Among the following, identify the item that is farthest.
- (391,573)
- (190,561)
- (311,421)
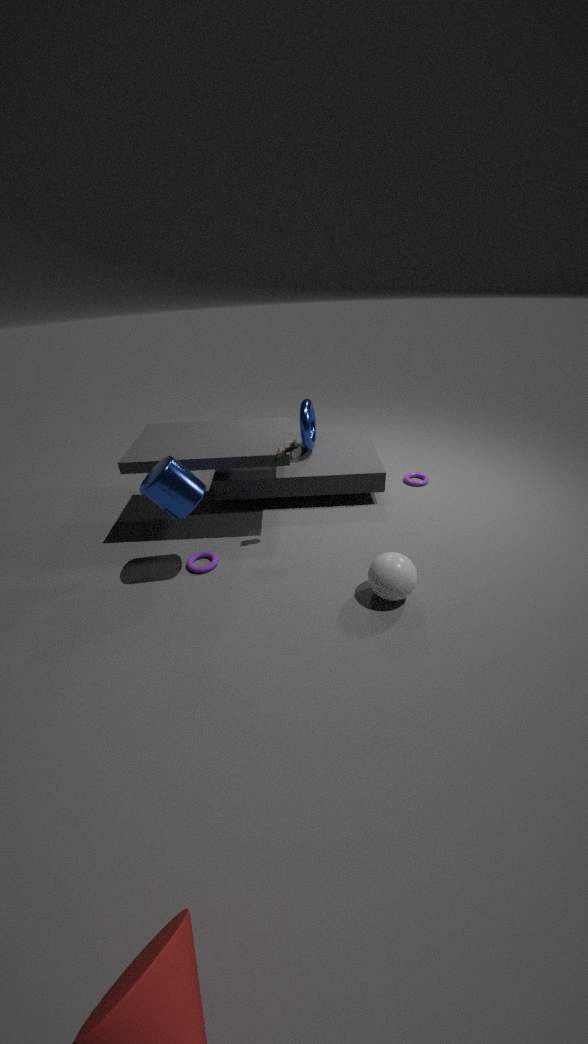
(311,421)
